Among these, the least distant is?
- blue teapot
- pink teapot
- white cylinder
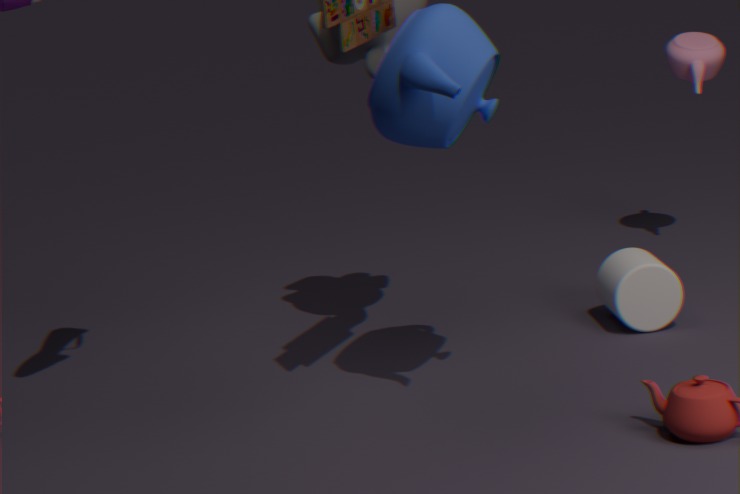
blue teapot
